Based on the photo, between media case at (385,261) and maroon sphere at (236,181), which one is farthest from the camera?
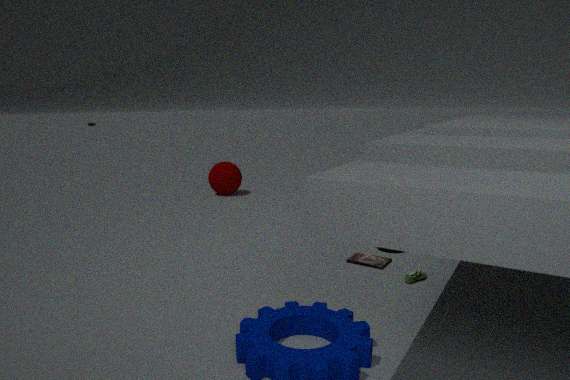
maroon sphere at (236,181)
